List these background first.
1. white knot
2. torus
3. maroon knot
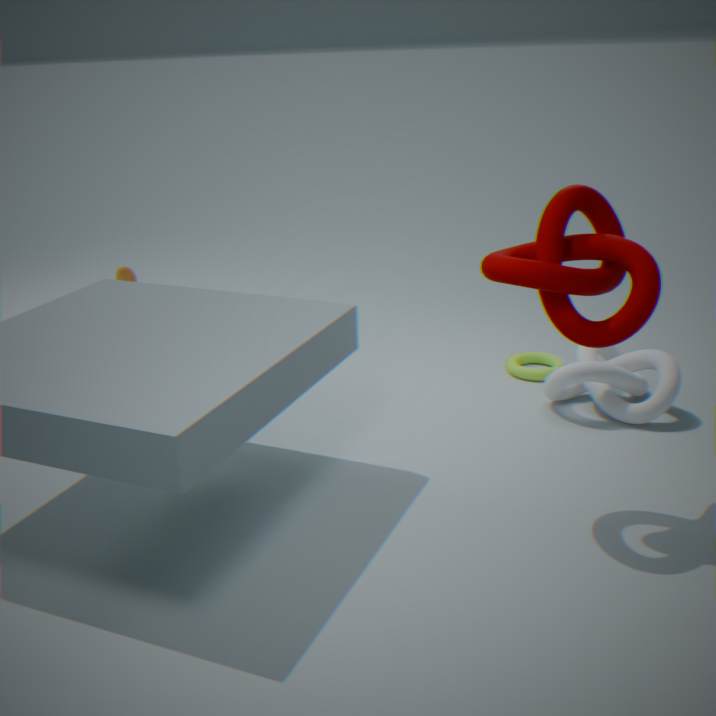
torus, white knot, maroon knot
